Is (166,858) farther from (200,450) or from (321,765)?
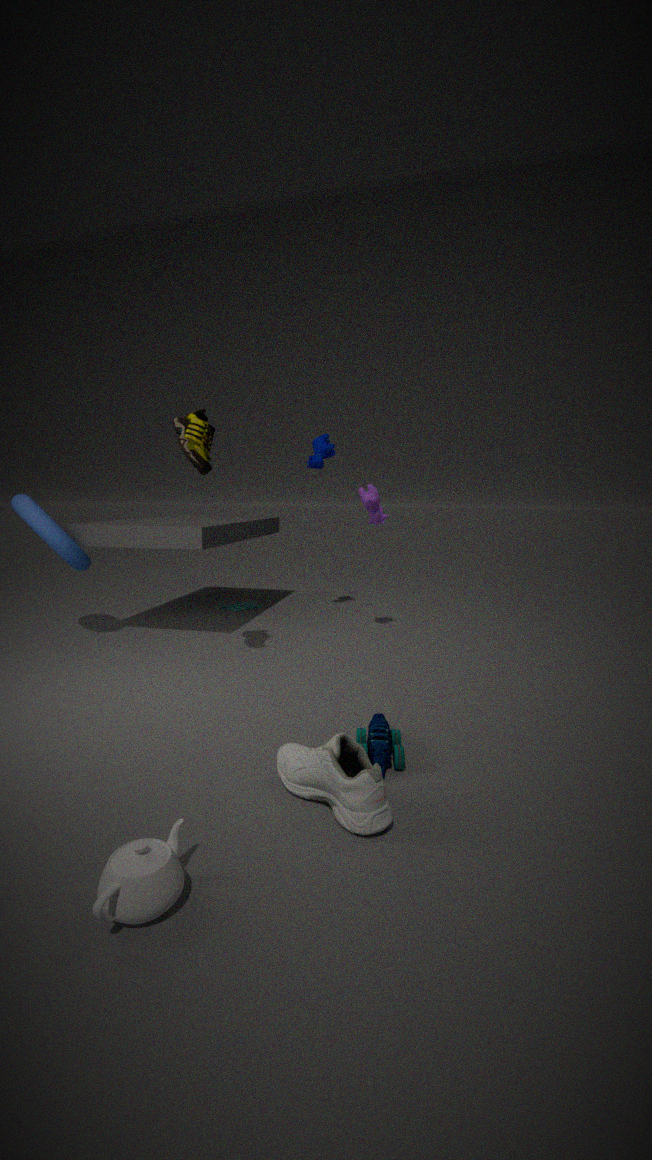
(200,450)
